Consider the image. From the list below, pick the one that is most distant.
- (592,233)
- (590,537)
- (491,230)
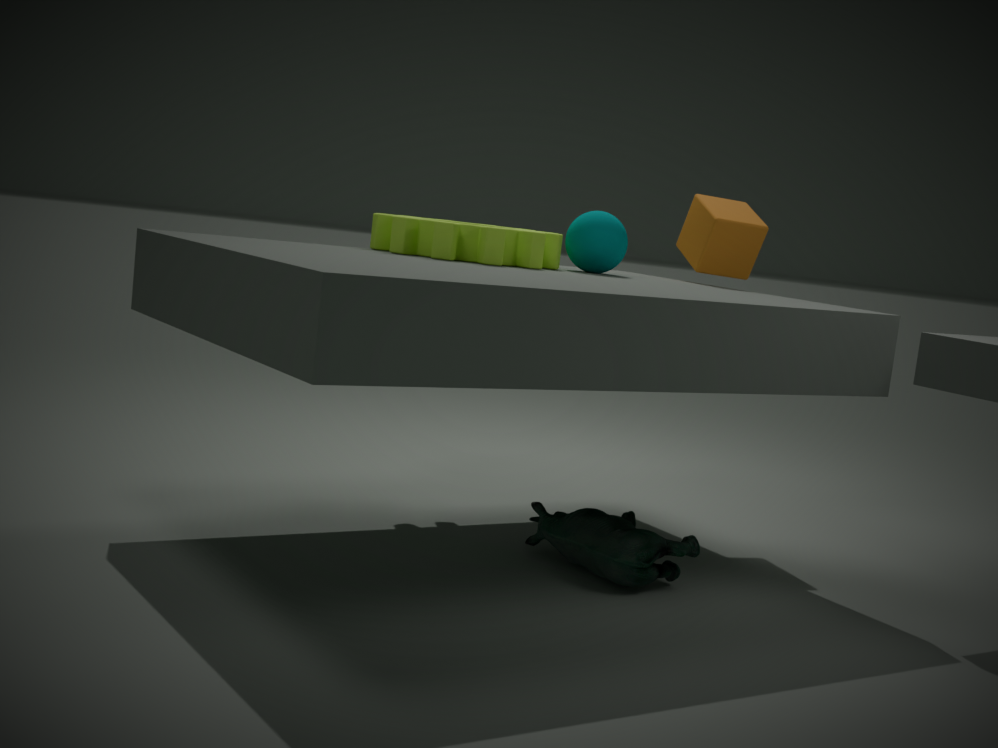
(592,233)
